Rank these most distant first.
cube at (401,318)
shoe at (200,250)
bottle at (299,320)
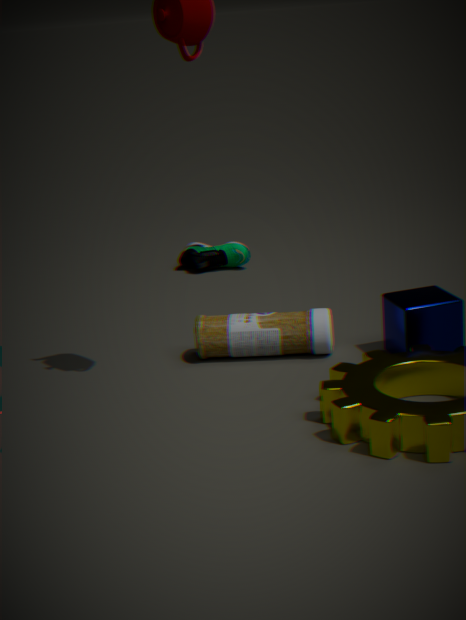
shoe at (200,250), bottle at (299,320), cube at (401,318)
